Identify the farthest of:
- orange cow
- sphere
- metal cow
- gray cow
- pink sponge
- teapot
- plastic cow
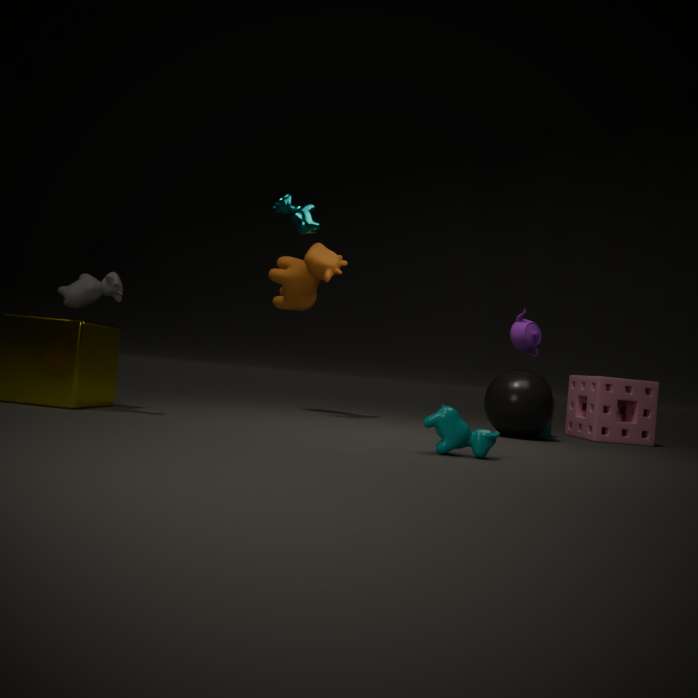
pink sponge
